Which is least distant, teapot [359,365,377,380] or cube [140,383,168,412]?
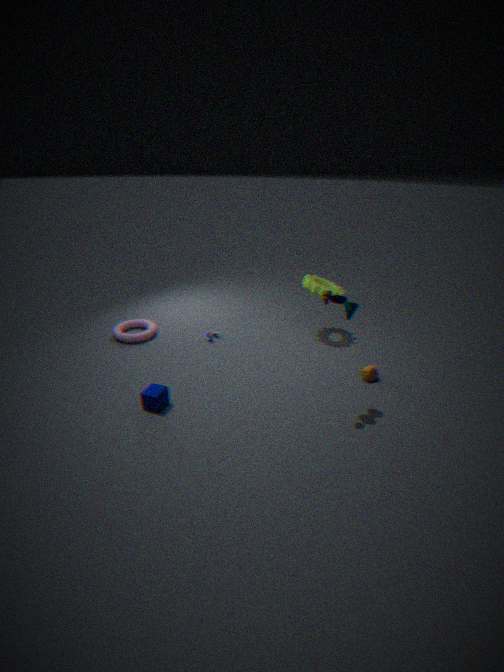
cube [140,383,168,412]
